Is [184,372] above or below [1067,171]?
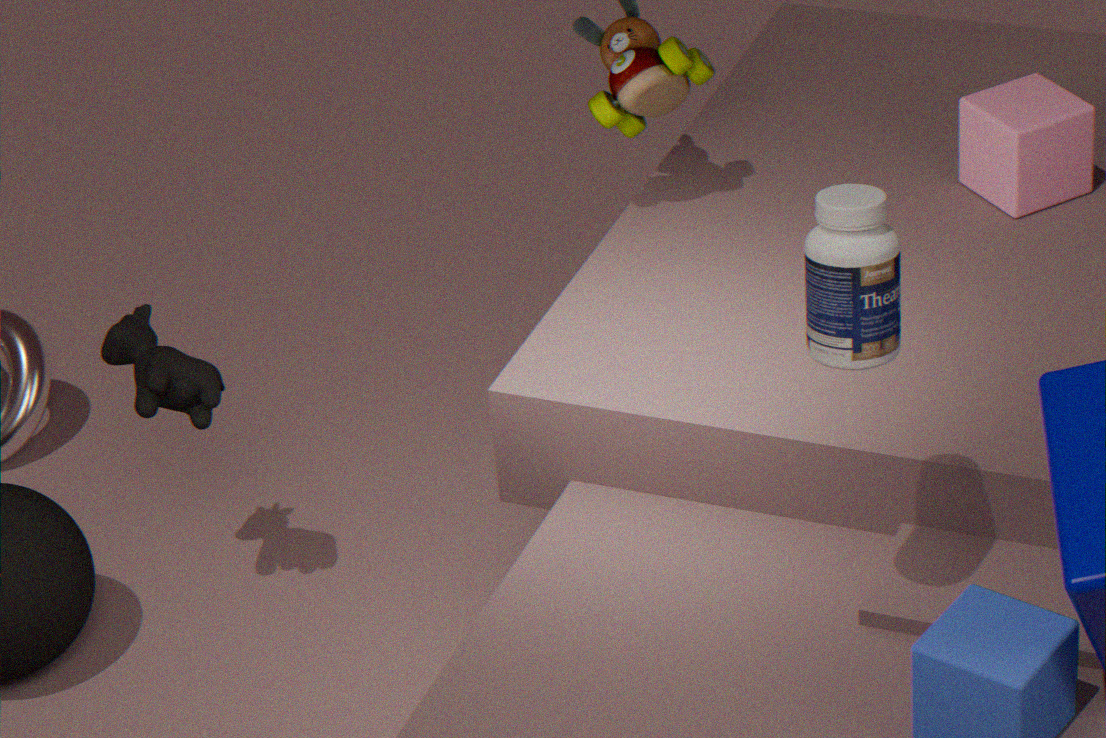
below
